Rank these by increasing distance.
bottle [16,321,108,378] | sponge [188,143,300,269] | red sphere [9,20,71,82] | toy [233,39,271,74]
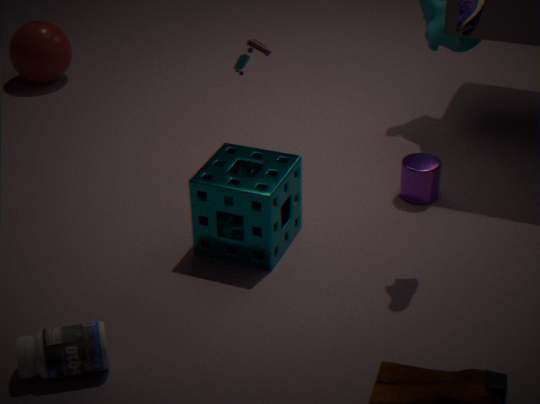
bottle [16,321,108,378], sponge [188,143,300,269], toy [233,39,271,74], red sphere [9,20,71,82]
